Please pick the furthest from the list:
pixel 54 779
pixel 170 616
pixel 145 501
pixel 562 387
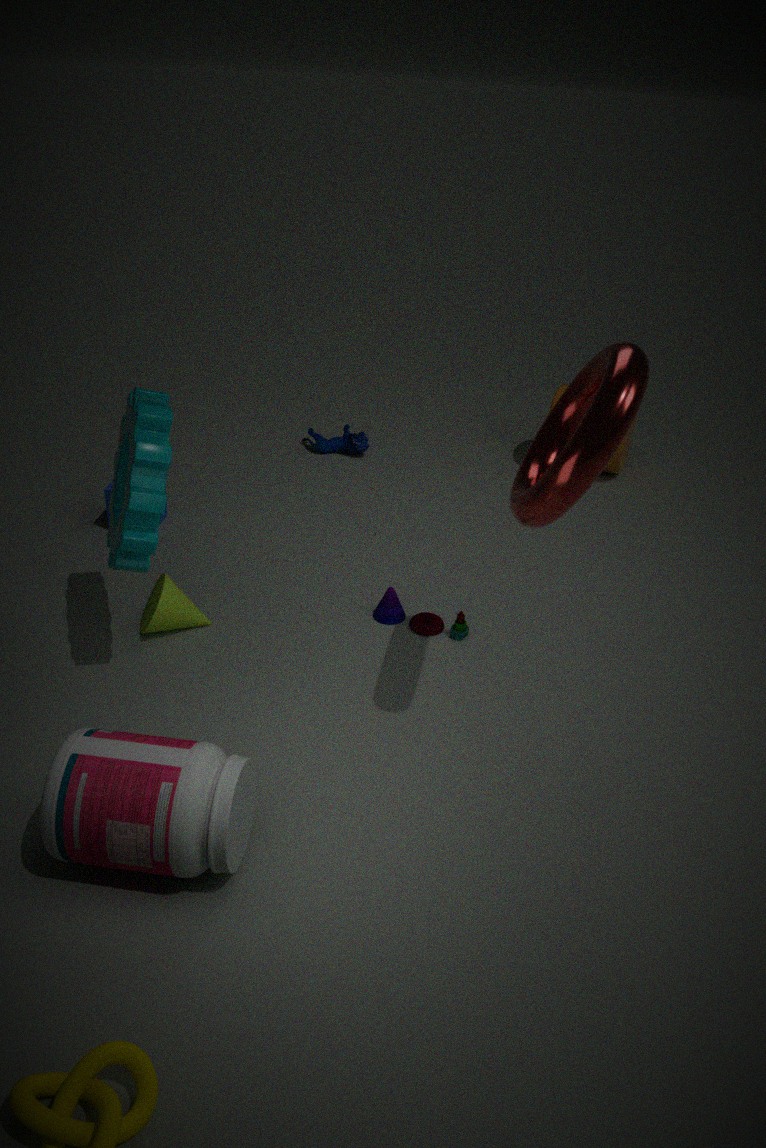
pixel 562 387
